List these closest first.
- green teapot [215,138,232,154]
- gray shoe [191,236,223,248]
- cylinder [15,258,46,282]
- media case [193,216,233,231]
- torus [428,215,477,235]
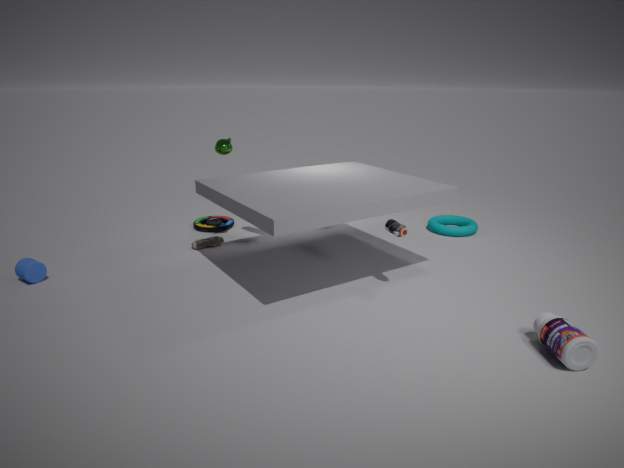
cylinder [15,258,46,282], green teapot [215,138,232,154], gray shoe [191,236,223,248], torus [428,215,477,235], media case [193,216,233,231]
